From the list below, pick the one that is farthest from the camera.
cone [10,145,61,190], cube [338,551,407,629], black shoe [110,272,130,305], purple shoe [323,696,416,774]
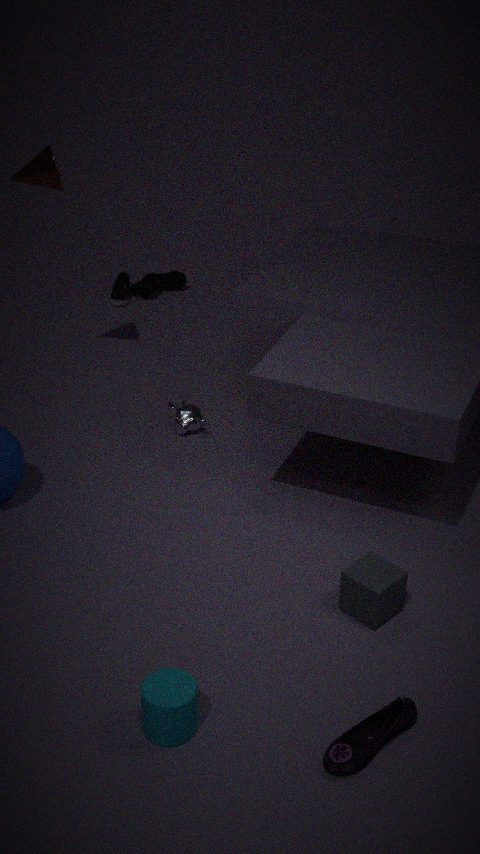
black shoe [110,272,130,305]
